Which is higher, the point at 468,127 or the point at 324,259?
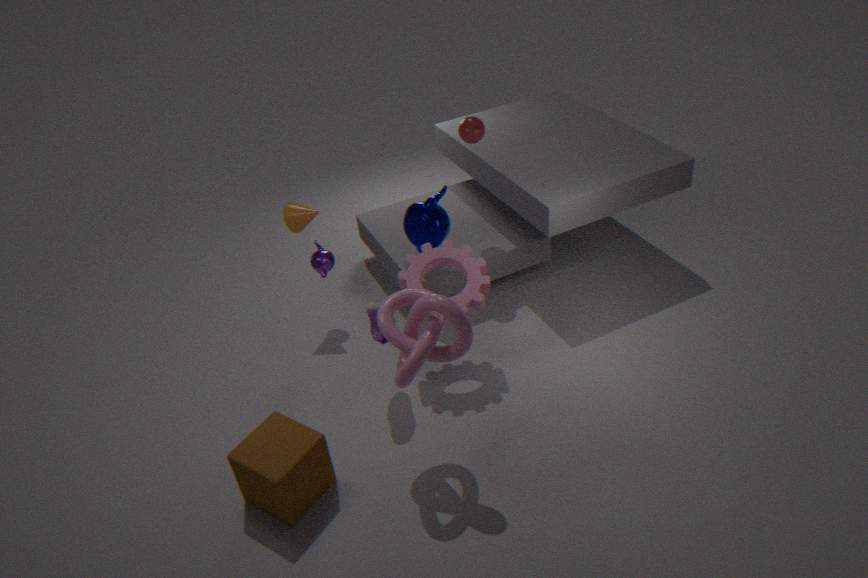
the point at 468,127
